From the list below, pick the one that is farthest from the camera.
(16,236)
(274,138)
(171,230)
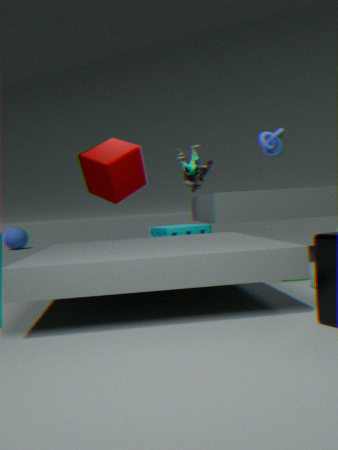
(16,236)
